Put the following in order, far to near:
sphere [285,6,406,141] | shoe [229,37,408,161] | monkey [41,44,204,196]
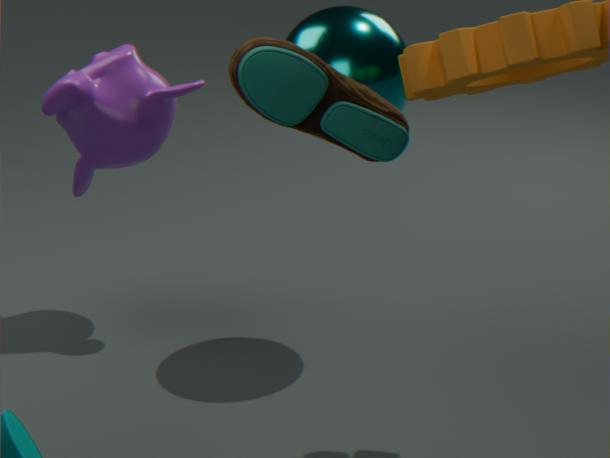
monkey [41,44,204,196] → sphere [285,6,406,141] → shoe [229,37,408,161]
